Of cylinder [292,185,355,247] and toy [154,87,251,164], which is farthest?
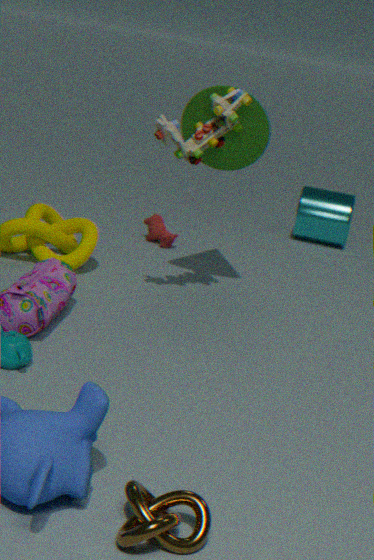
cylinder [292,185,355,247]
